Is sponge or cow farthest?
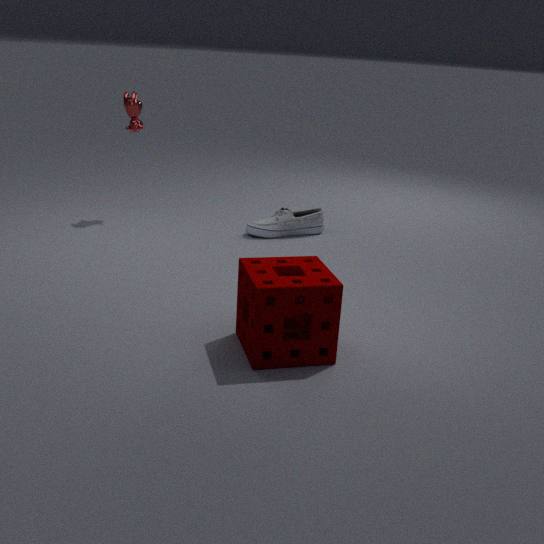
cow
